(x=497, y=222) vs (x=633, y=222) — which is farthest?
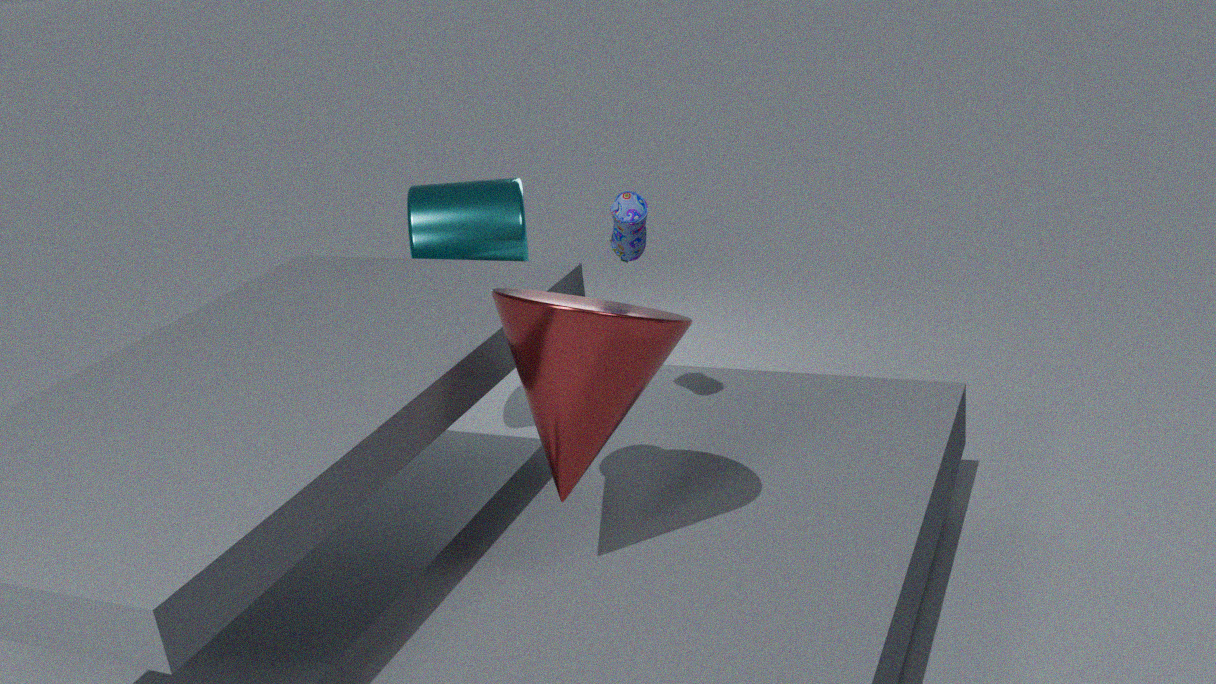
(x=497, y=222)
